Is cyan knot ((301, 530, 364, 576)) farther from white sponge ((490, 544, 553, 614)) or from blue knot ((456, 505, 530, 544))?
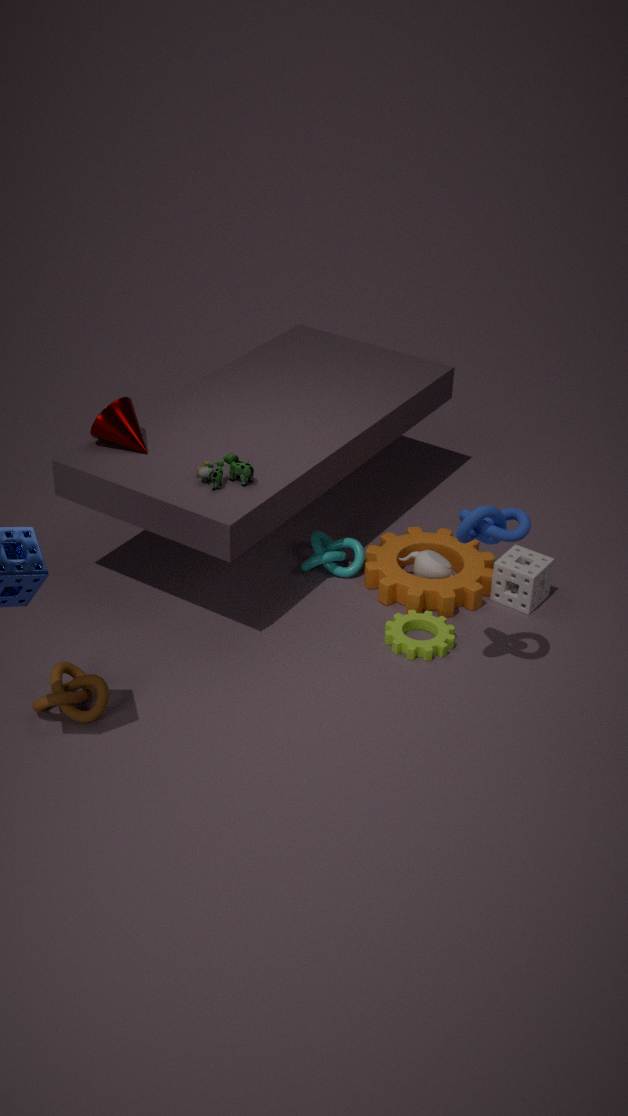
blue knot ((456, 505, 530, 544))
